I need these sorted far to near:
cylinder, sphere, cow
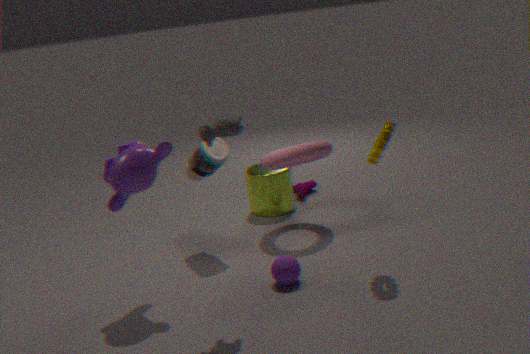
cylinder, sphere, cow
